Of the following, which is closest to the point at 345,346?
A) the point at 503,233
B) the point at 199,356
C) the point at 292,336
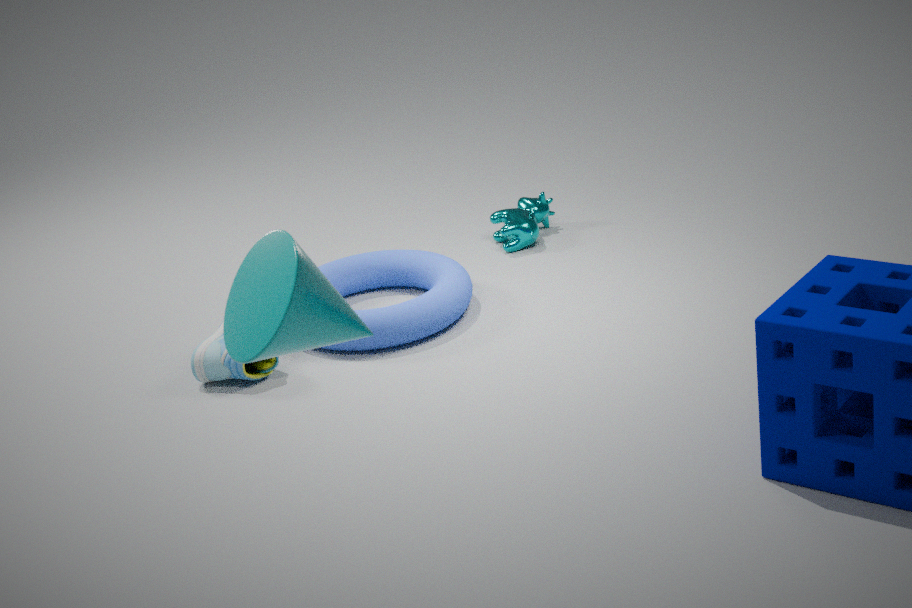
the point at 199,356
